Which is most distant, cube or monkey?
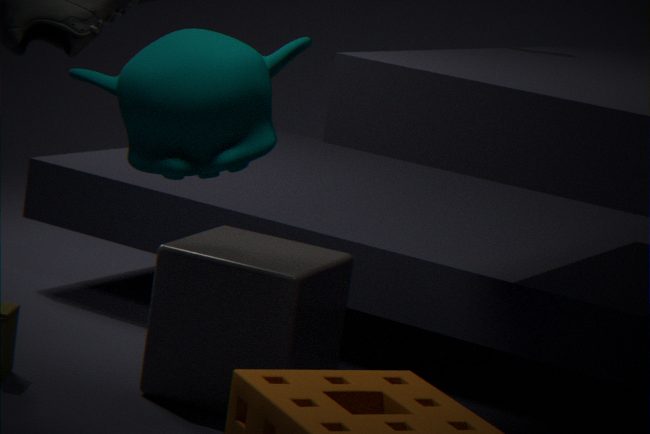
cube
